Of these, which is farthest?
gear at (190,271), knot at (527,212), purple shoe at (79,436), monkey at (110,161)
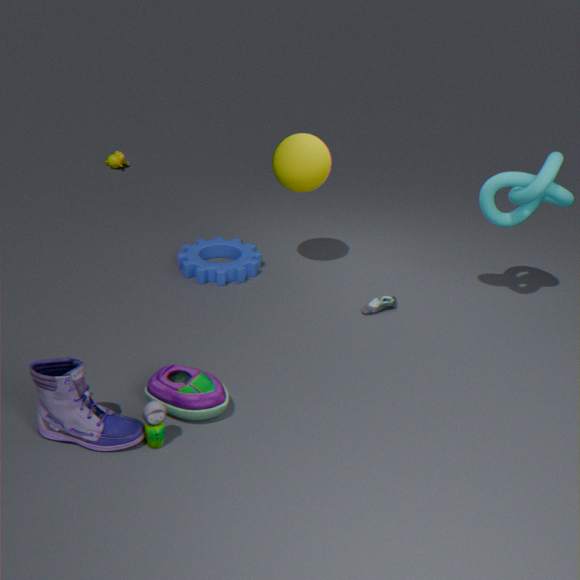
monkey at (110,161)
